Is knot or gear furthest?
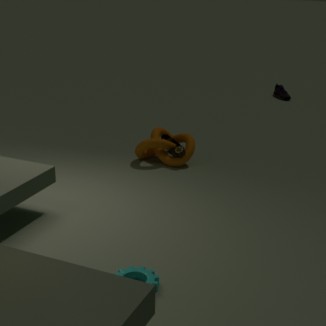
knot
